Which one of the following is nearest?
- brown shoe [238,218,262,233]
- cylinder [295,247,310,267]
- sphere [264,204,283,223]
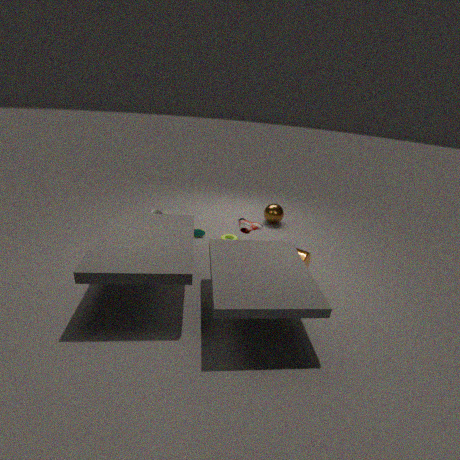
cylinder [295,247,310,267]
